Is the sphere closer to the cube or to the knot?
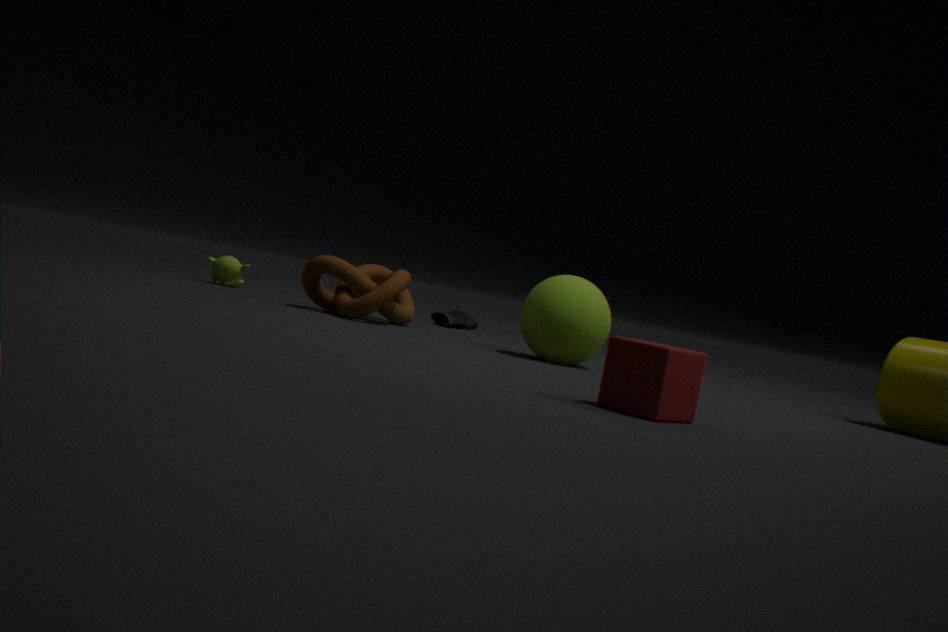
the knot
